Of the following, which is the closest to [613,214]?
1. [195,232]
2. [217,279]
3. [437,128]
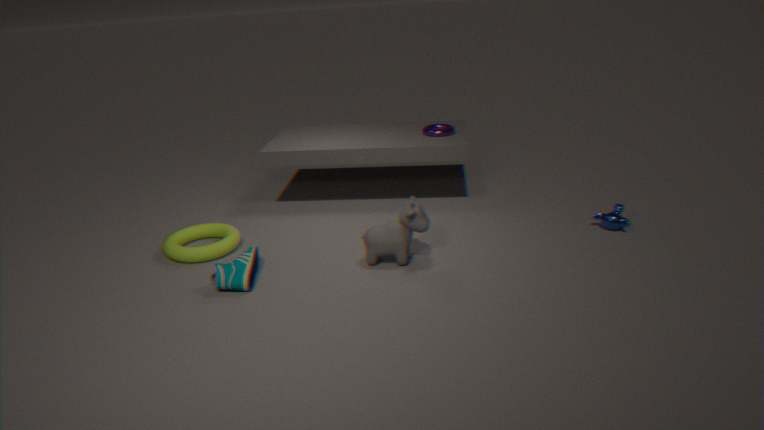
[437,128]
